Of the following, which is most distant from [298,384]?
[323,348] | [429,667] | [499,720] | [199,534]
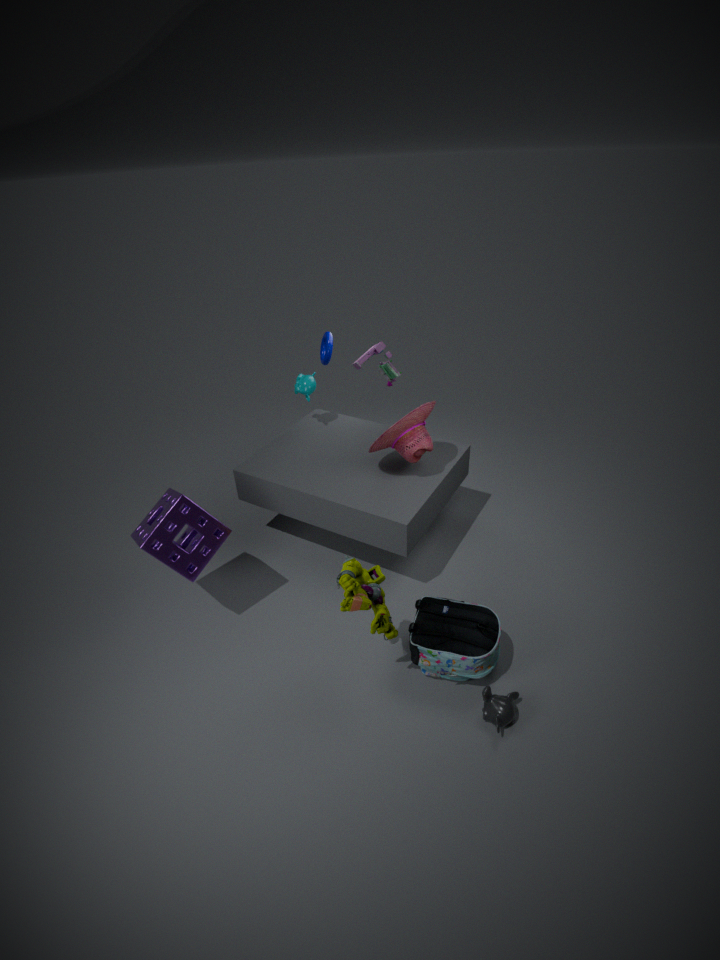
[499,720]
